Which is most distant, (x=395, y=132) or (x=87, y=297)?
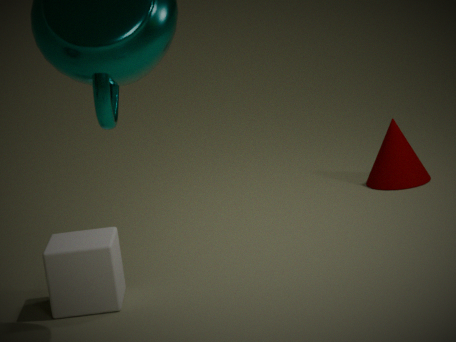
(x=395, y=132)
